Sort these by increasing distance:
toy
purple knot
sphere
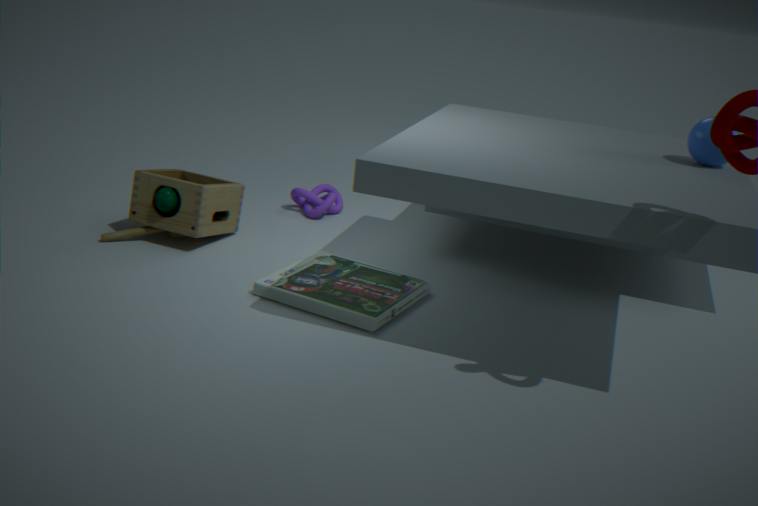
sphere → toy → purple knot
